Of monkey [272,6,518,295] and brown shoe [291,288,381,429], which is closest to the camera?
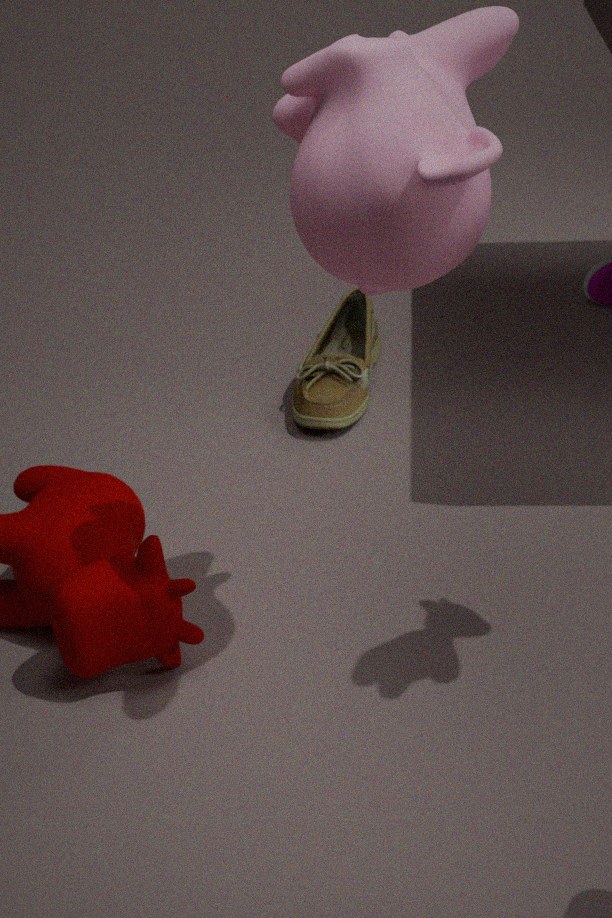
monkey [272,6,518,295]
